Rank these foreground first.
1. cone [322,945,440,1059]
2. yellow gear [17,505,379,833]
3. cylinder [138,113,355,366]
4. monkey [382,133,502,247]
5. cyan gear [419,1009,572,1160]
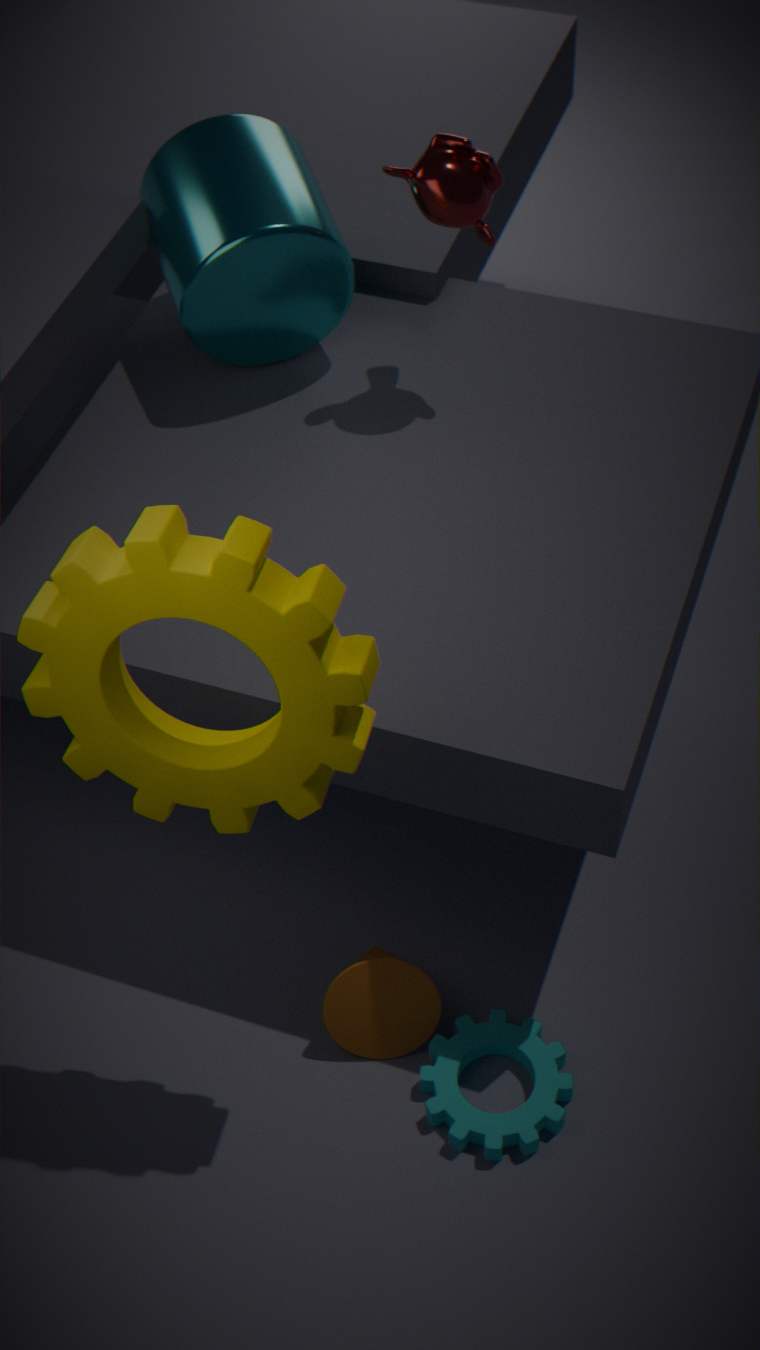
yellow gear [17,505,379,833]
cyan gear [419,1009,572,1160]
cone [322,945,440,1059]
monkey [382,133,502,247]
cylinder [138,113,355,366]
